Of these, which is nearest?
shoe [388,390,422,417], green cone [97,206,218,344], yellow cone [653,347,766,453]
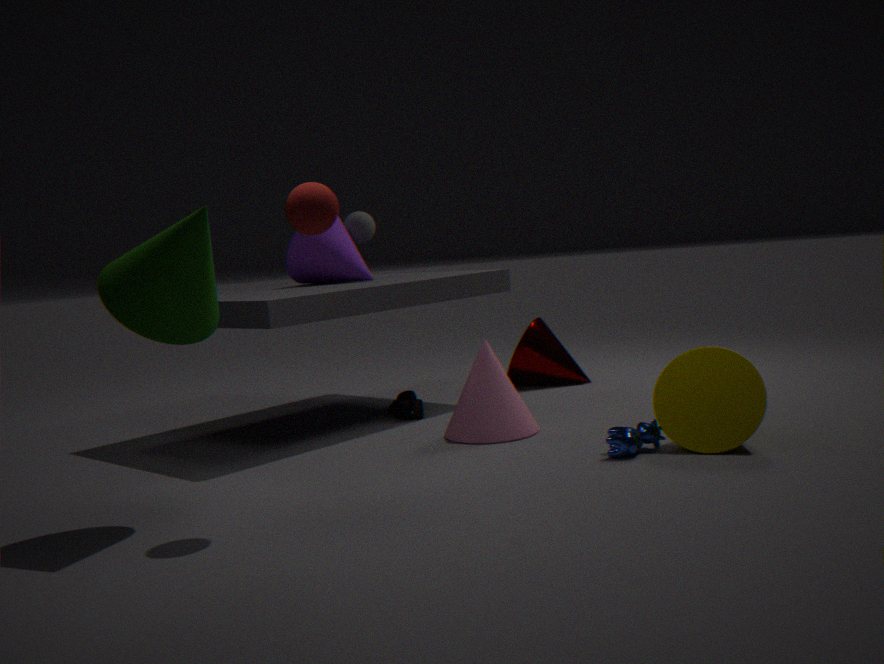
green cone [97,206,218,344]
